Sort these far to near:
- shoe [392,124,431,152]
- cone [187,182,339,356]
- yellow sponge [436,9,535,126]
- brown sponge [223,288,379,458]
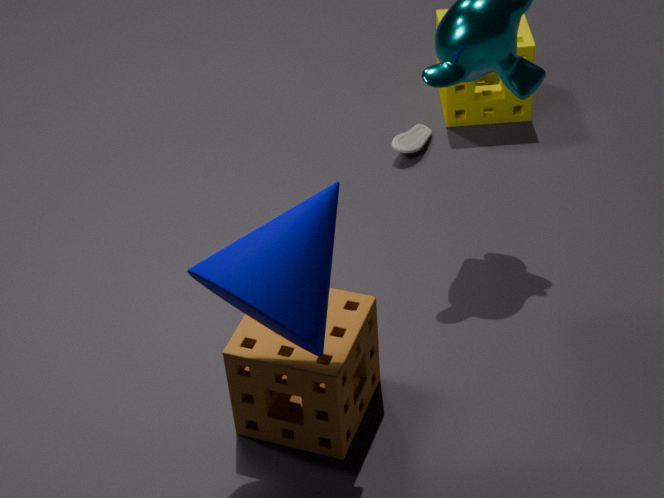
yellow sponge [436,9,535,126] → shoe [392,124,431,152] → brown sponge [223,288,379,458] → cone [187,182,339,356]
